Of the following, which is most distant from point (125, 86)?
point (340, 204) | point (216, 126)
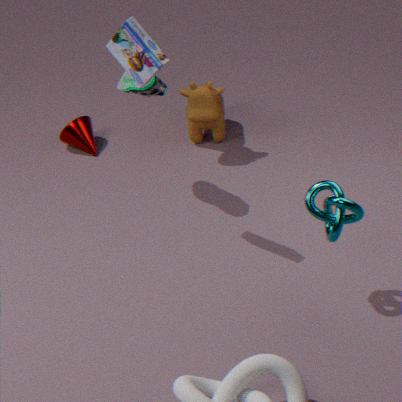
point (340, 204)
